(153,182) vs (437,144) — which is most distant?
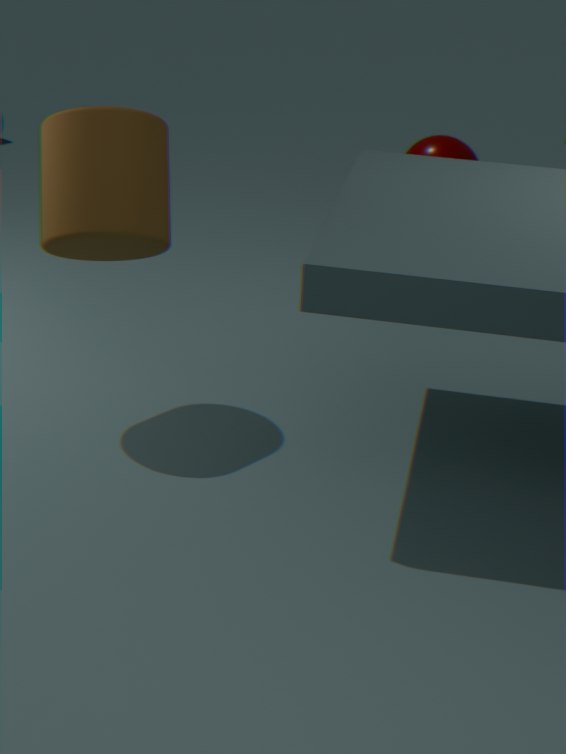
(437,144)
